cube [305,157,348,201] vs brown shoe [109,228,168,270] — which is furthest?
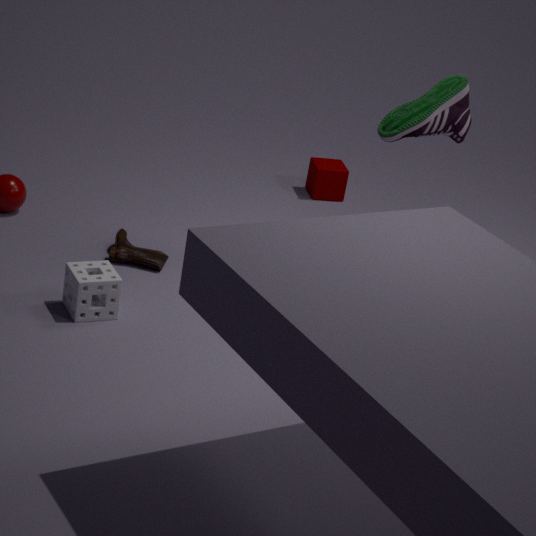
cube [305,157,348,201]
